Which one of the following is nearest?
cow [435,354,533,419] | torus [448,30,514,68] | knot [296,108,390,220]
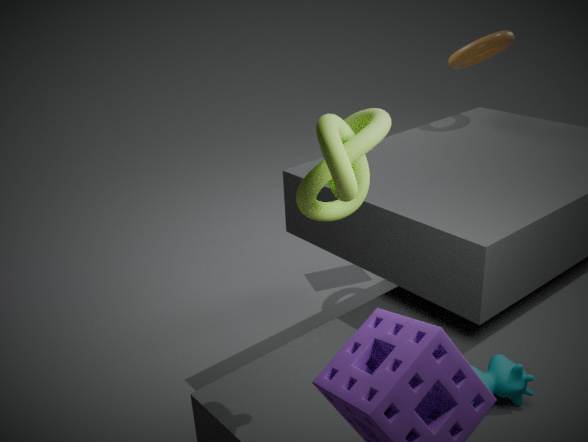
knot [296,108,390,220]
